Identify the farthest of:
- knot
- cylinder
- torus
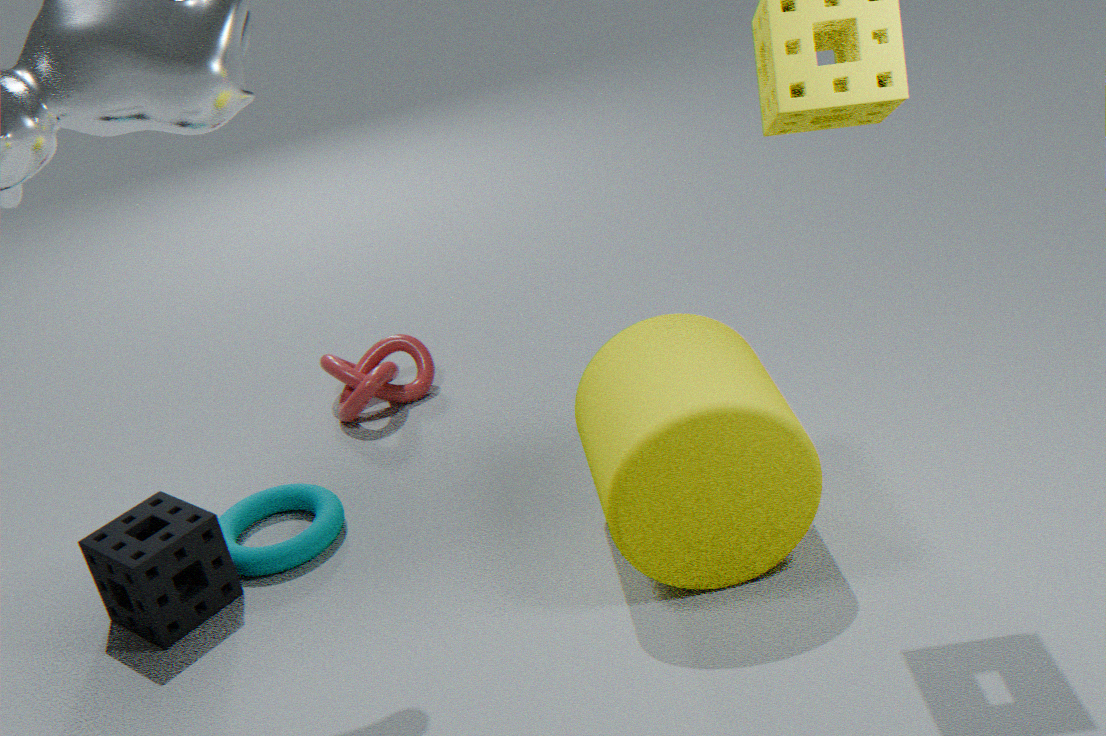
knot
